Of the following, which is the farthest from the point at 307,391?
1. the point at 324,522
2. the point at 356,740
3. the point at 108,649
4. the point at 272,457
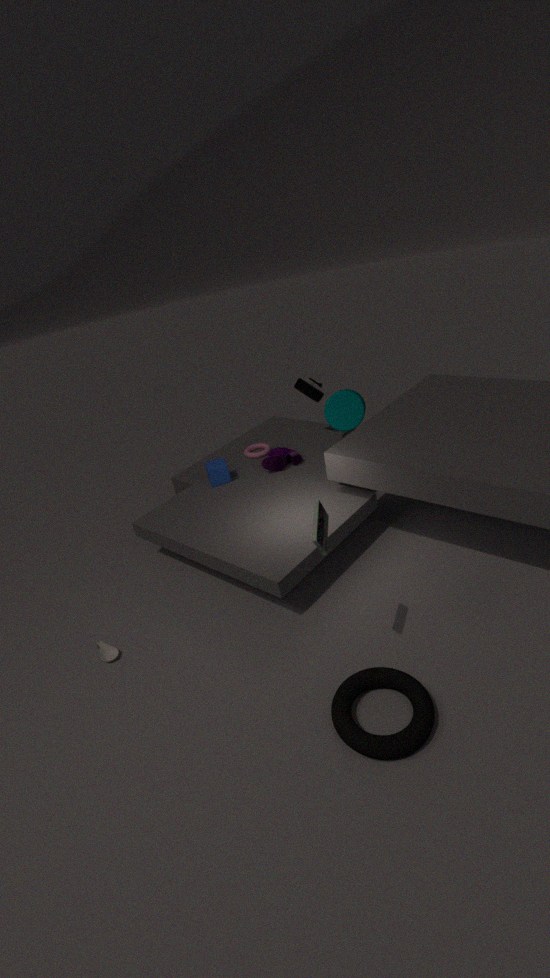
the point at 356,740
